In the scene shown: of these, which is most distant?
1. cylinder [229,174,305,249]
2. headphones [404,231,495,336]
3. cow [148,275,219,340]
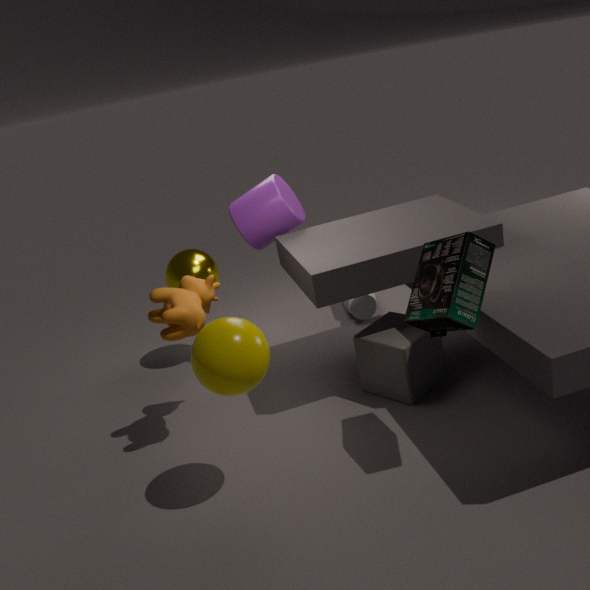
cylinder [229,174,305,249]
